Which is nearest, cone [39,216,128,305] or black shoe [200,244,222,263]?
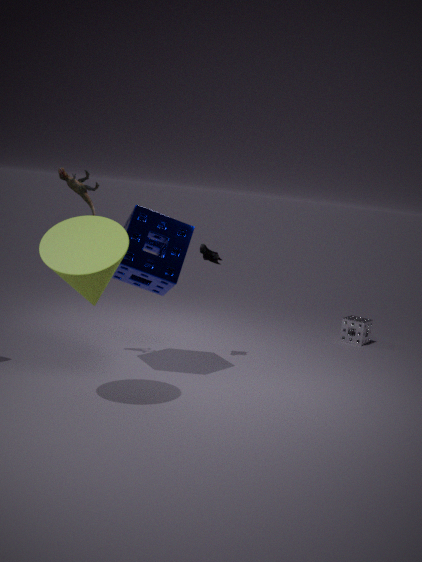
cone [39,216,128,305]
